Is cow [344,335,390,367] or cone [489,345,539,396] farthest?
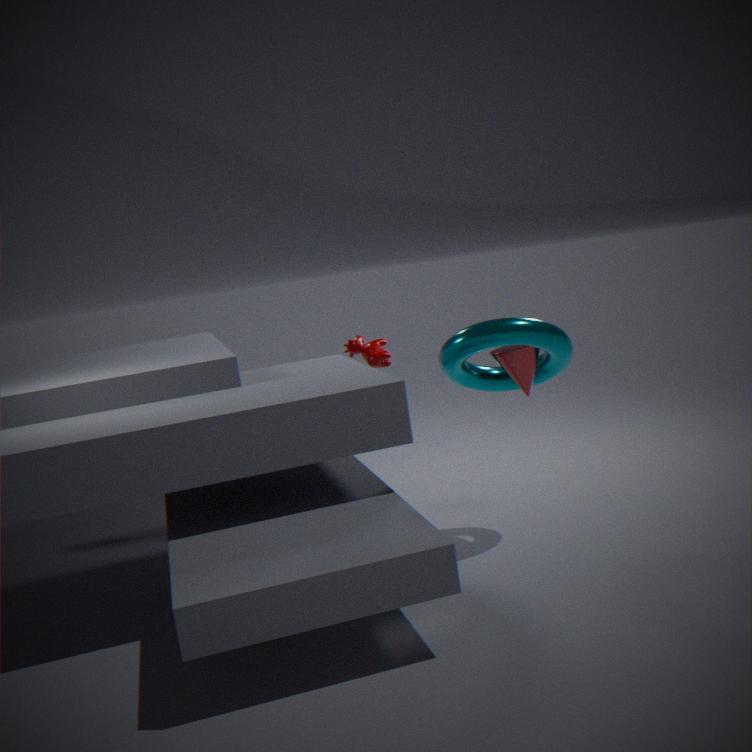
cow [344,335,390,367]
